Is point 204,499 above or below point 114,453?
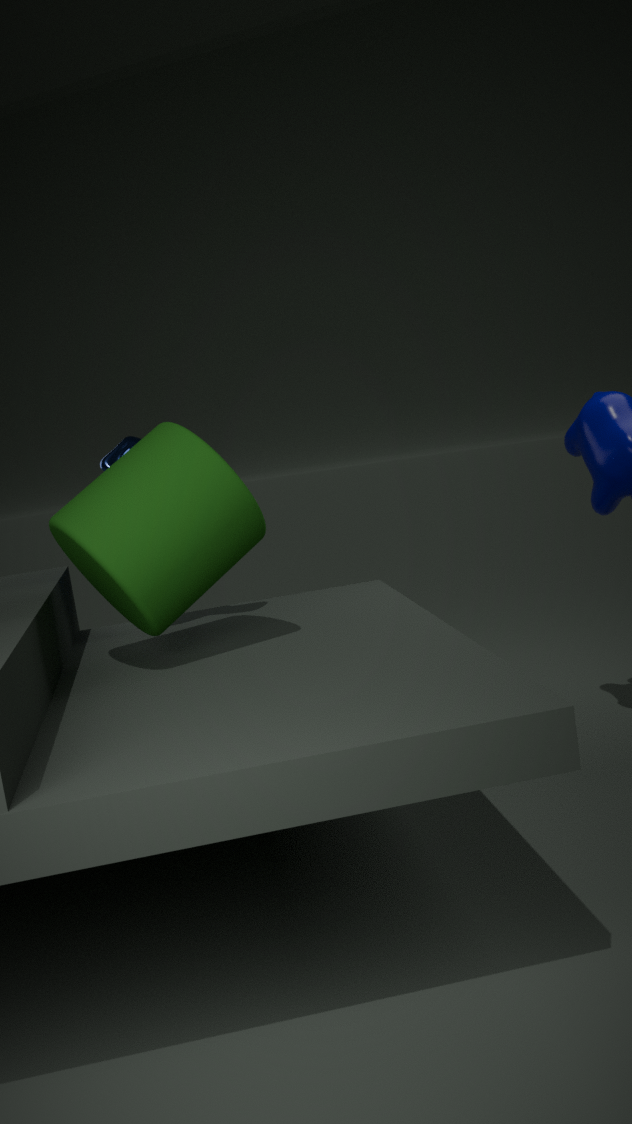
below
